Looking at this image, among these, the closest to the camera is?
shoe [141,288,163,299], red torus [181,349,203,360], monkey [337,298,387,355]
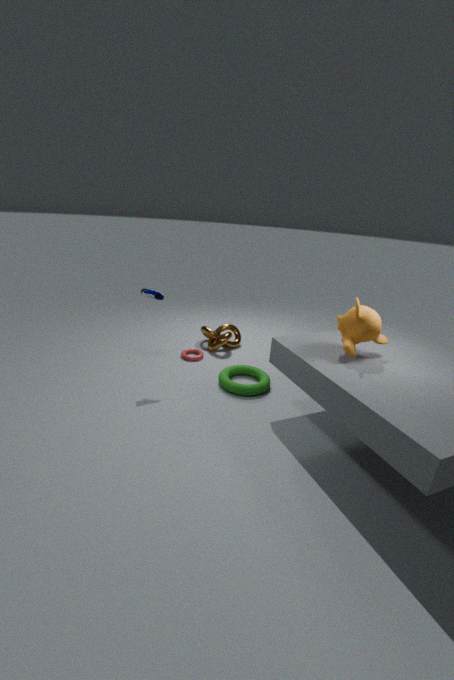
monkey [337,298,387,355]
